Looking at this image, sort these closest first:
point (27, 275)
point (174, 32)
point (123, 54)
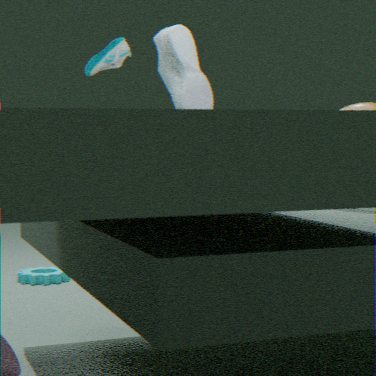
point (174, 32), point (123, 54), point (27, 275)
